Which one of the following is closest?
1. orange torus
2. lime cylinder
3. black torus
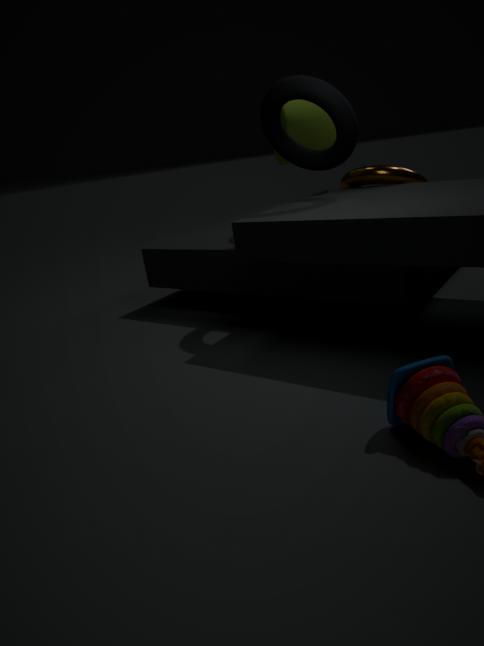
black torus
